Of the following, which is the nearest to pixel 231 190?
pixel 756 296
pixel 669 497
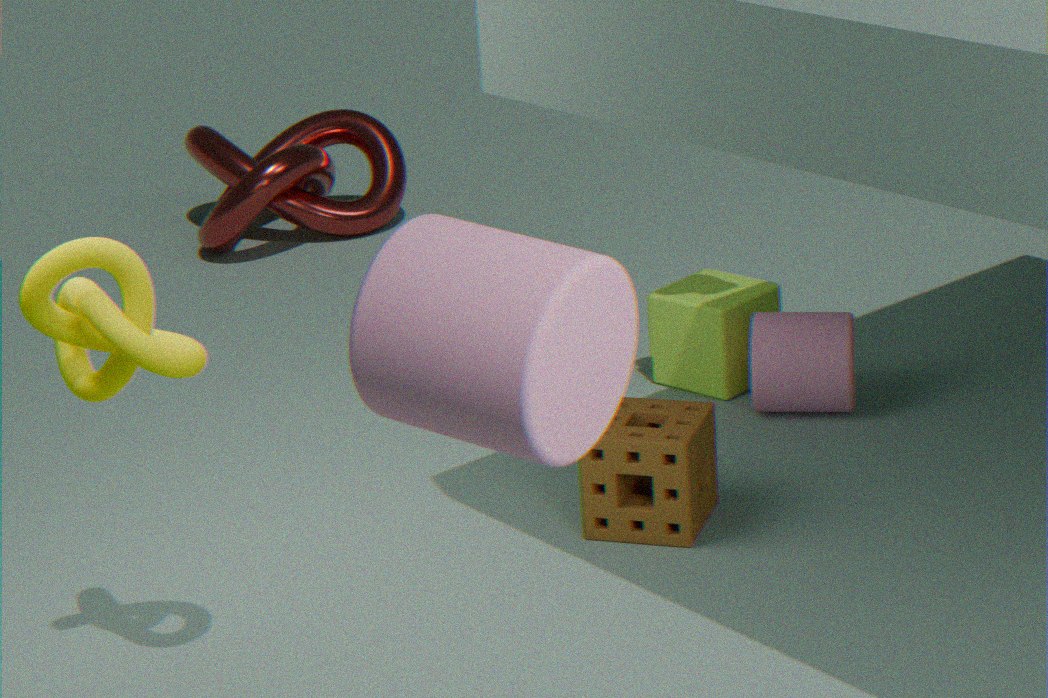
pixel 756 296
